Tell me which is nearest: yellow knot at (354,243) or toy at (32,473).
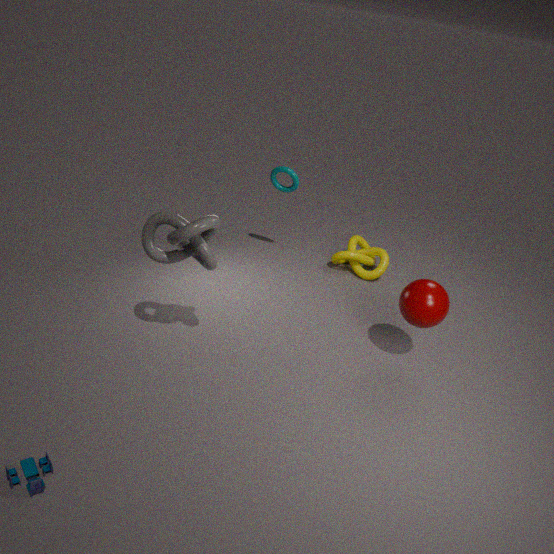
toy at (32,473)
